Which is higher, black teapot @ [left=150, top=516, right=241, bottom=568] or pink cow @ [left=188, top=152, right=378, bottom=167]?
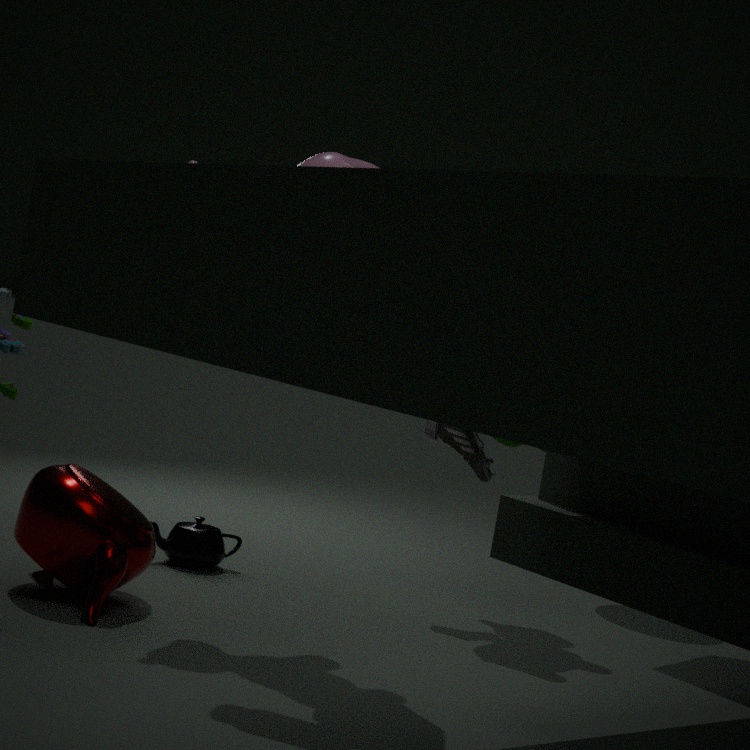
pink cow @ [left=188, top=152, right=378, bottom=167]
